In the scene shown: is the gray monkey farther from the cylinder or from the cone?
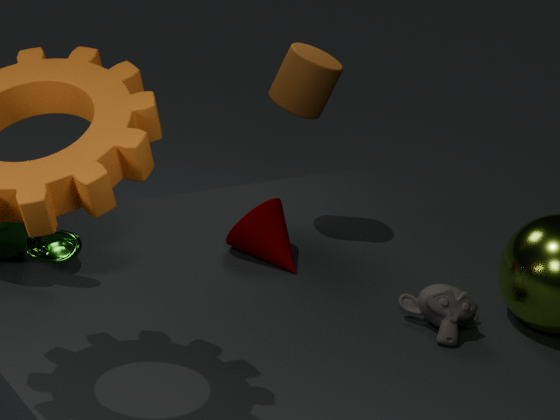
the cylinder
